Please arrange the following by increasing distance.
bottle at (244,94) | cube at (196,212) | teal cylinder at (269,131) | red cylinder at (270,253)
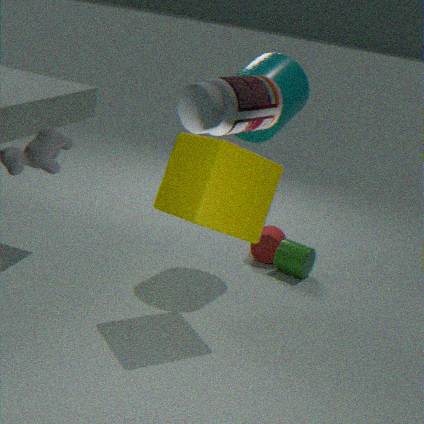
bottle at (244,94) < cube at (196,212) < teal cylinder at (269,131) < red cylinder at (270,253)
